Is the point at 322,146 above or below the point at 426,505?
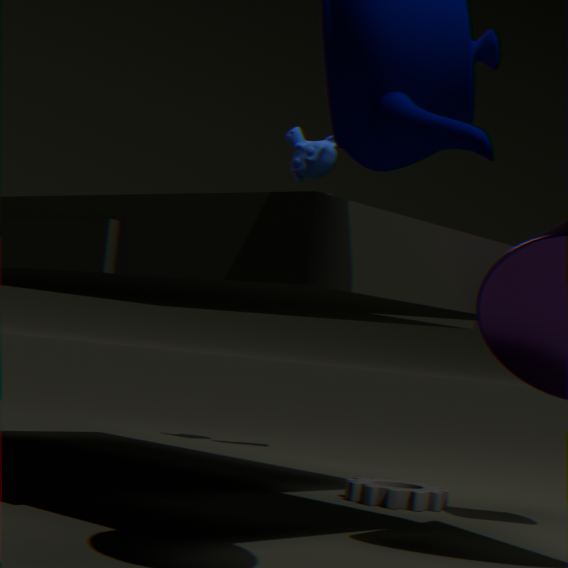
above
